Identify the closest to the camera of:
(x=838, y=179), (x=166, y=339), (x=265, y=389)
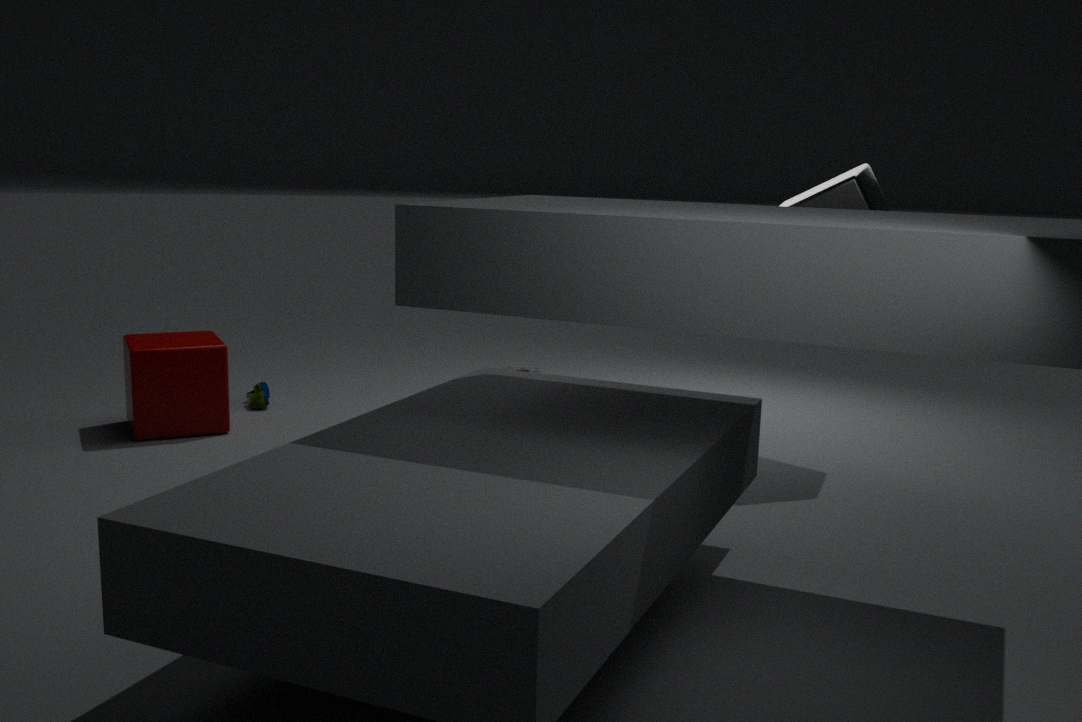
(x=838, y=179)
